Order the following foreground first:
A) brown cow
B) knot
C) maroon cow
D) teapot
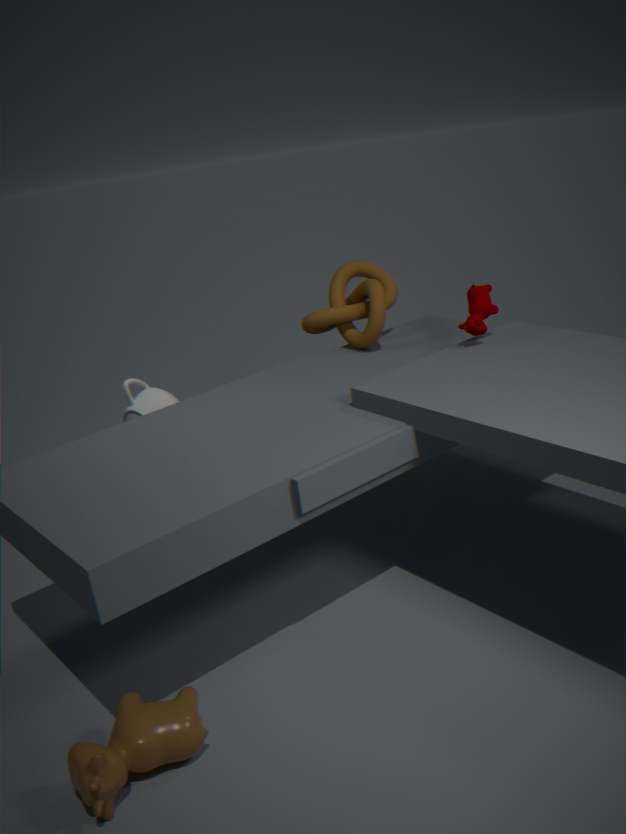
brown cow < maroon cow < teapot < knot
